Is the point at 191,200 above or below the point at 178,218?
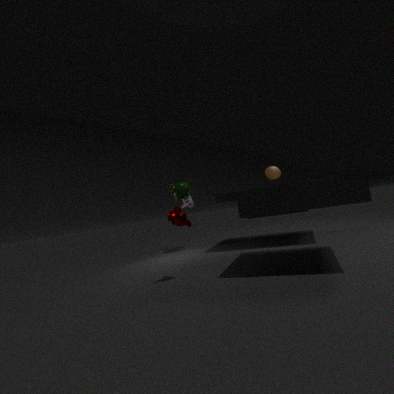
above
